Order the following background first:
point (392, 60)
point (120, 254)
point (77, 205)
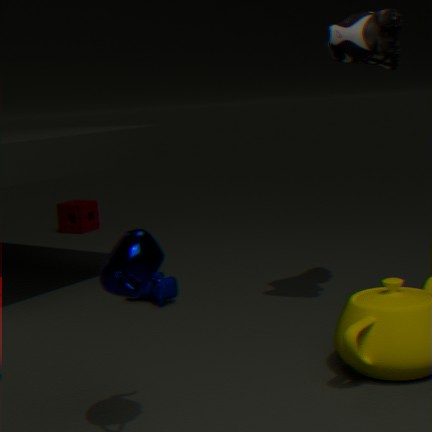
point (77, 205), point (392, 60), point (120, 254)
